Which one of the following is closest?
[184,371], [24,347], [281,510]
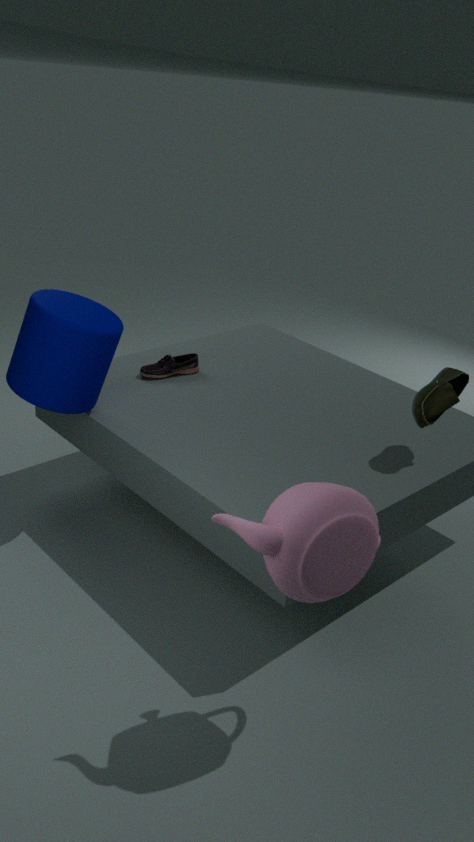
[281,510]
